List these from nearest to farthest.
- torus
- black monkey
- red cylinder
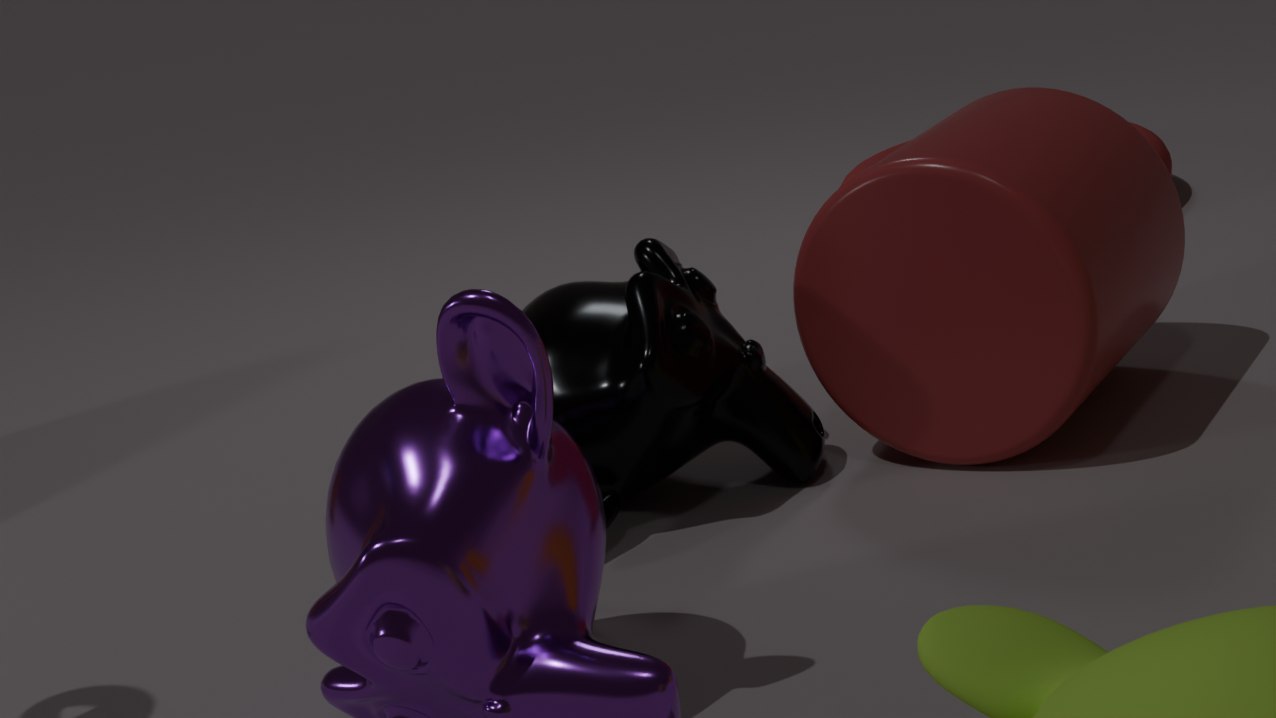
1. red cylinder
2. black monkey
3. torus
